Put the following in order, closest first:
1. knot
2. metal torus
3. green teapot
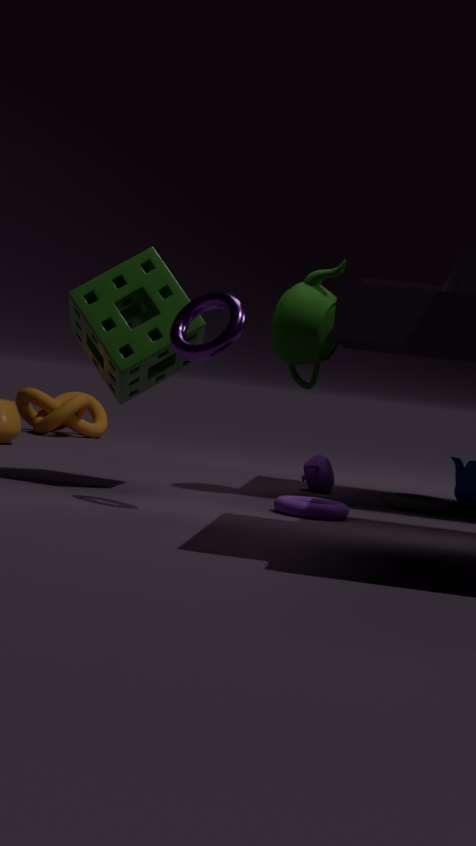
metal torus
green teapot
knot
